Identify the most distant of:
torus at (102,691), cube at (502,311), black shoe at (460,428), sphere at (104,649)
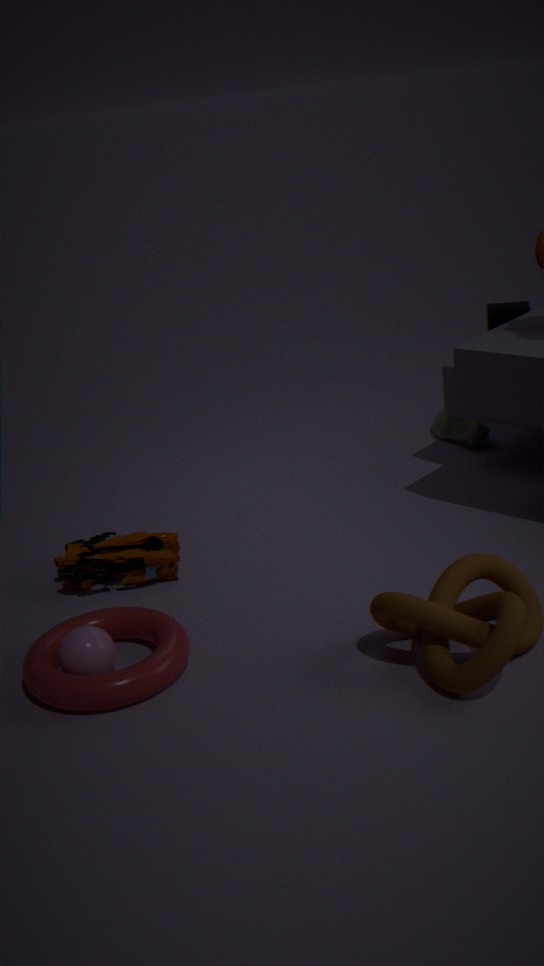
black shoe at (460,428)
